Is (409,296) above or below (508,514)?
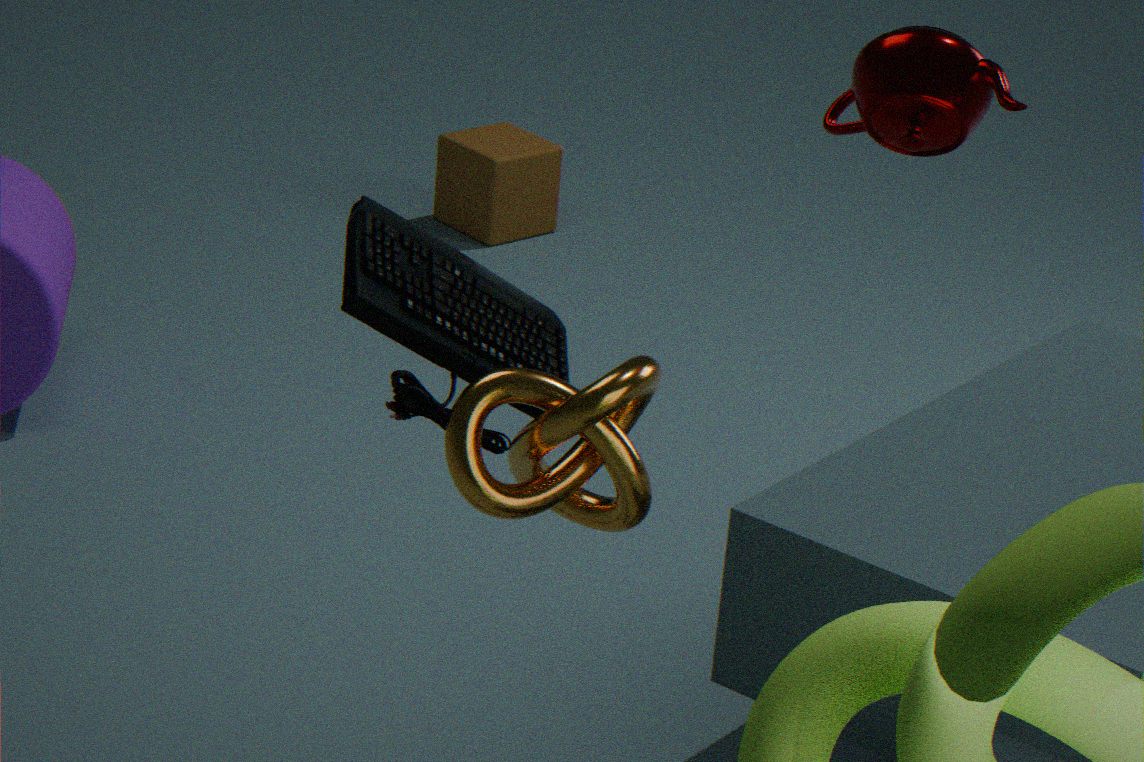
above
